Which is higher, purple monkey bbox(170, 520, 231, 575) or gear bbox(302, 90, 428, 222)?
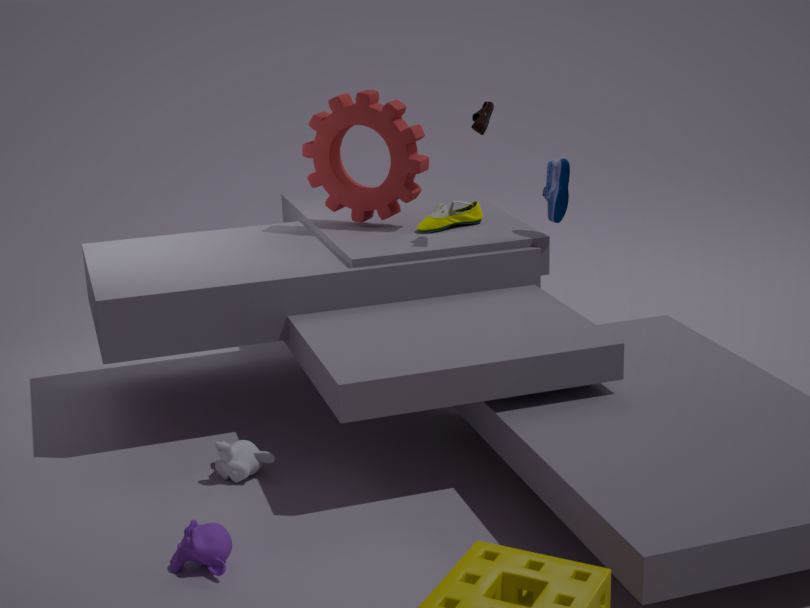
gear bbox(302, 90, 428, 222)
